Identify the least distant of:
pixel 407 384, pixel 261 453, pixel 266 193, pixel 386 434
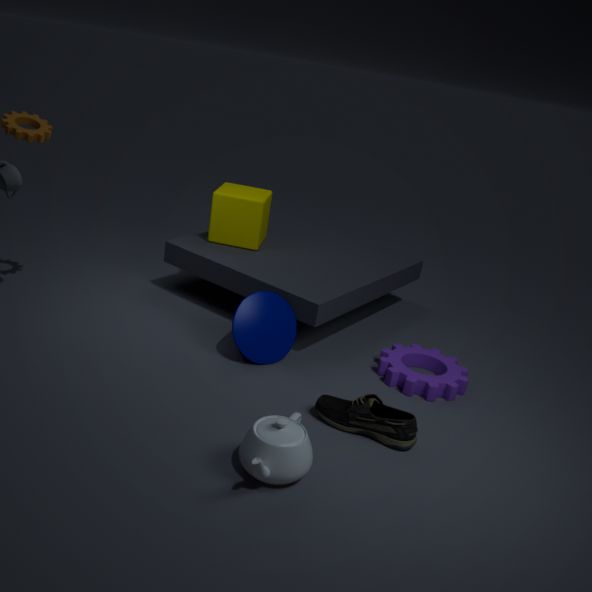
pixel 261 453
